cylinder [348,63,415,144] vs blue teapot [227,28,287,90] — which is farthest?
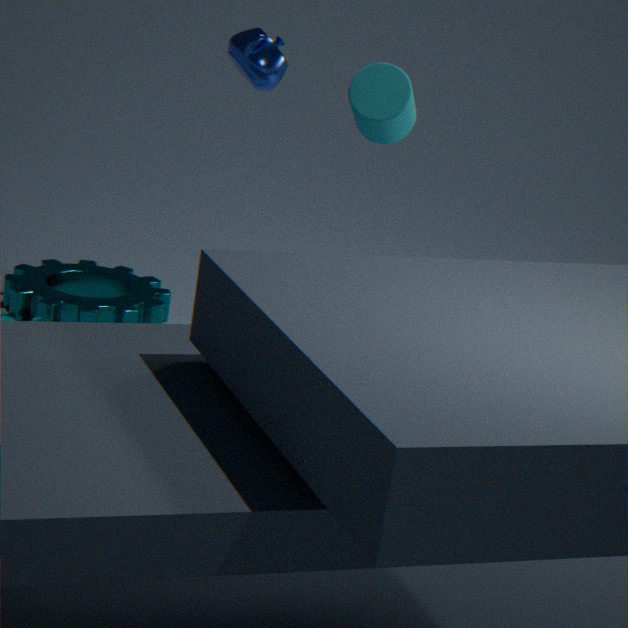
cylinder [348,63,415,144]
